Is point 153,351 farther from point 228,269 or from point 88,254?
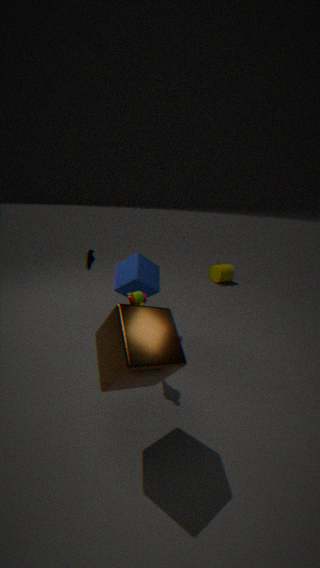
point 228,269
